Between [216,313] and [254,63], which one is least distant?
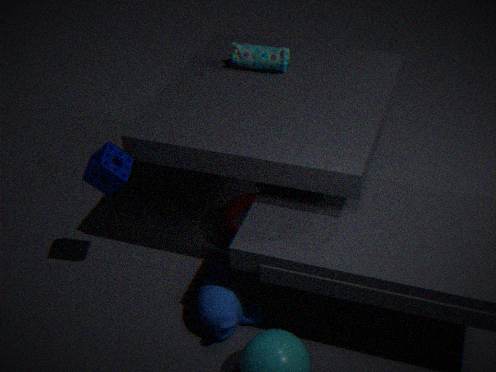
[216,313]
